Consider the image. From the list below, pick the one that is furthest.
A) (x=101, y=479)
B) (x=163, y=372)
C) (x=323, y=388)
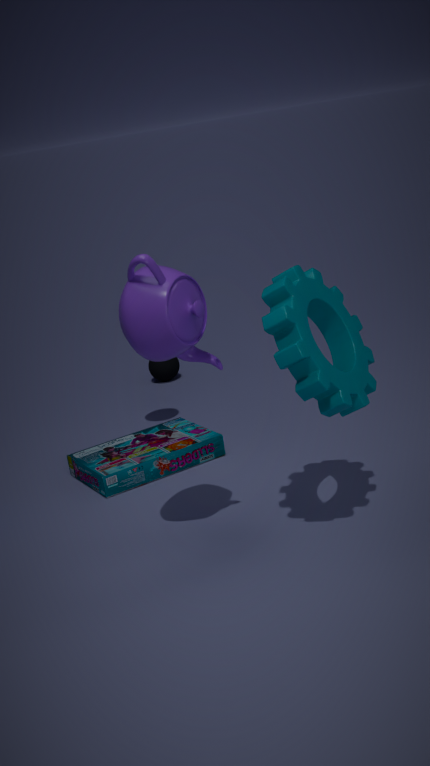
(x=163, y=372)
